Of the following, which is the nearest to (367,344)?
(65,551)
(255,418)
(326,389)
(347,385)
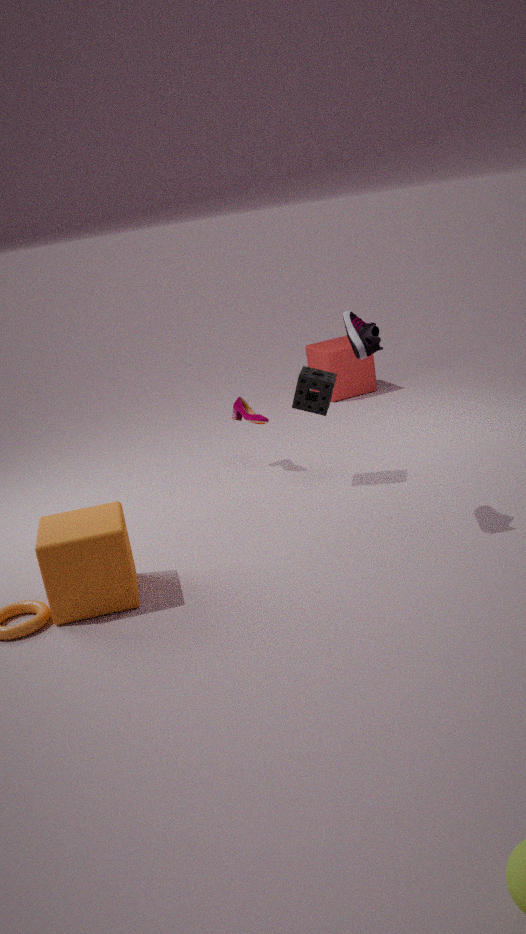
(326,389)
